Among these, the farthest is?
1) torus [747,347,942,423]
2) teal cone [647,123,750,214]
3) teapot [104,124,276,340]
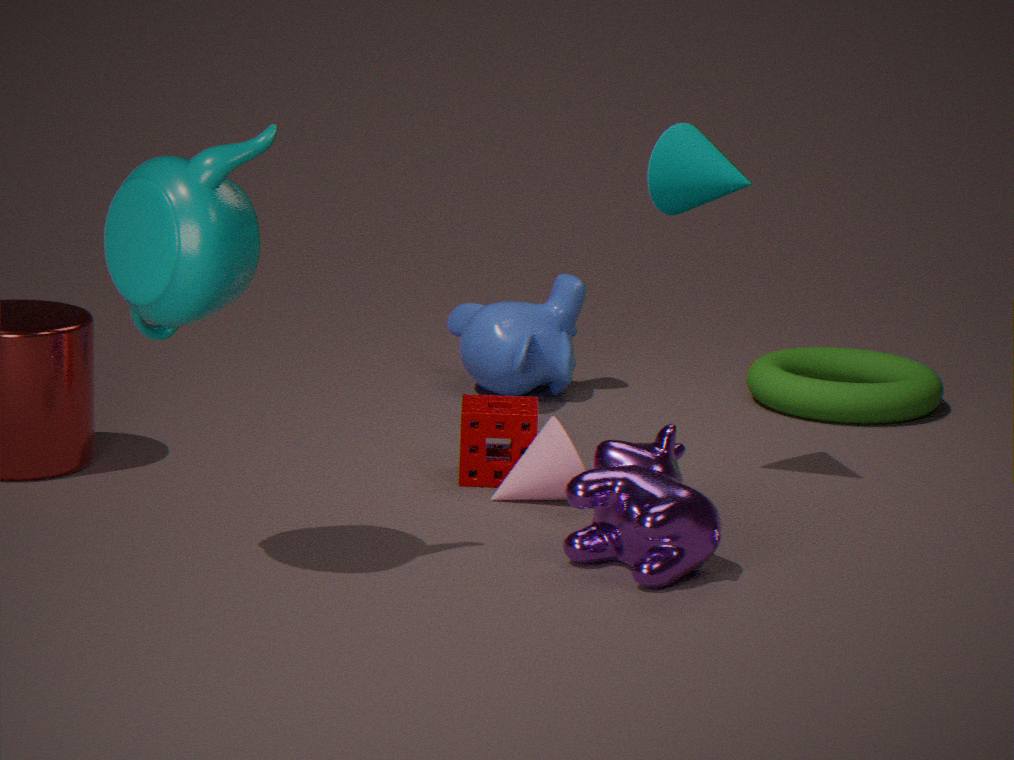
1. torus [747,347,942,423]
